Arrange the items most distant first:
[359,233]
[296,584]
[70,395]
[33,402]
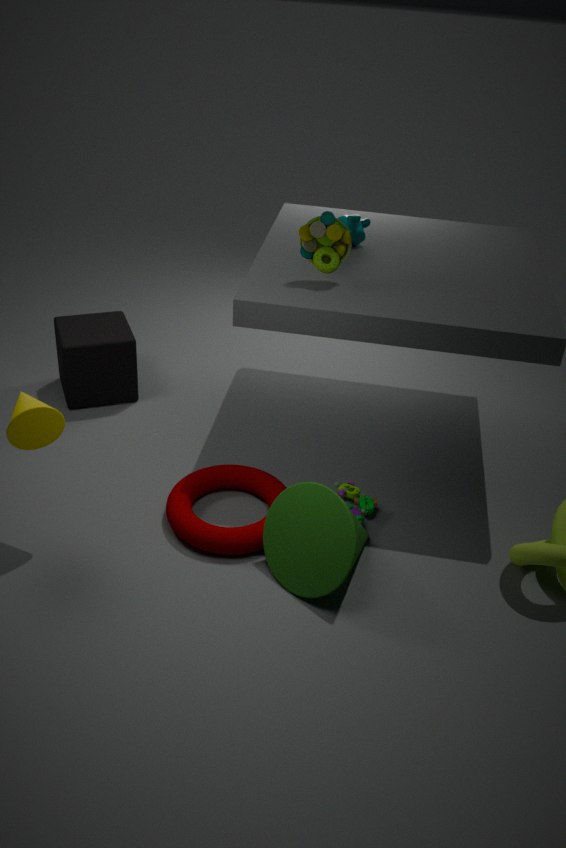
[70,395] → [359,233] → [296,584] → [33,402]
